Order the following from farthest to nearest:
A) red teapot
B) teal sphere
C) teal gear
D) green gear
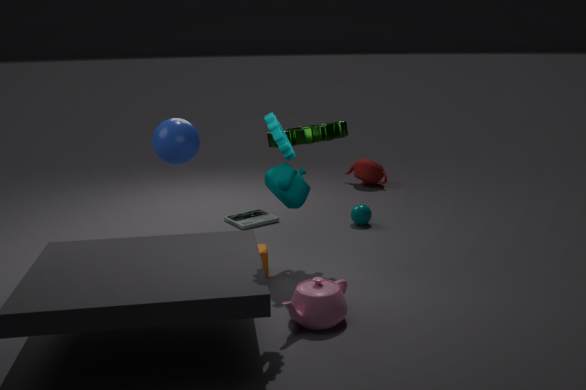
red teapot → teal sphere → green gear → teal gear
